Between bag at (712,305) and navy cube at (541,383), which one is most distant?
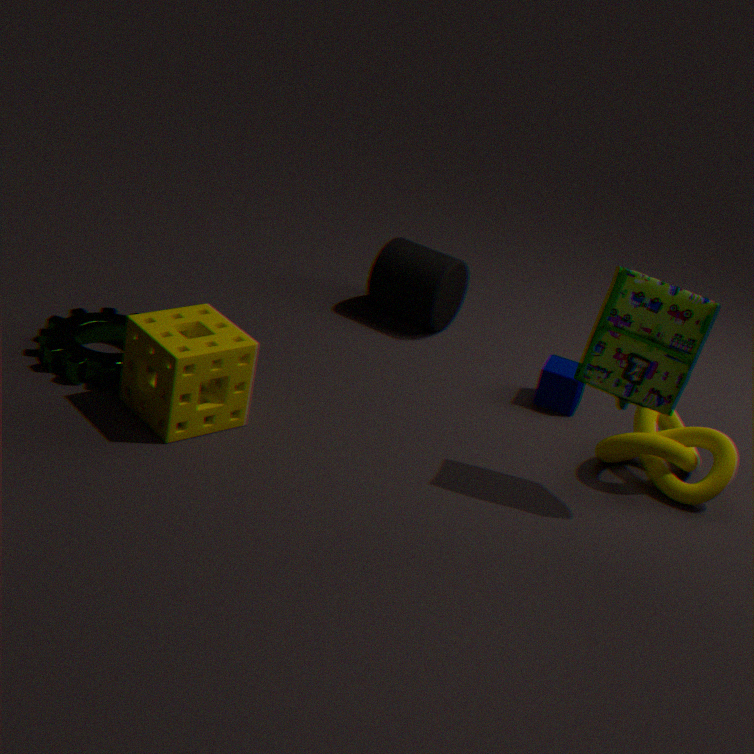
navy cube at (541,383)
